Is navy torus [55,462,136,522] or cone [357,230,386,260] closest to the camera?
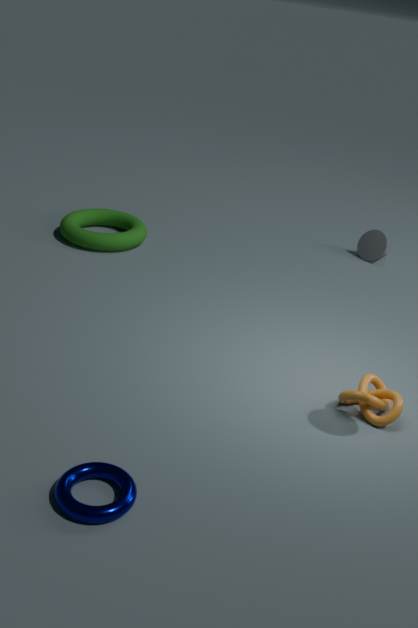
navy torus [55,462,136,522]
